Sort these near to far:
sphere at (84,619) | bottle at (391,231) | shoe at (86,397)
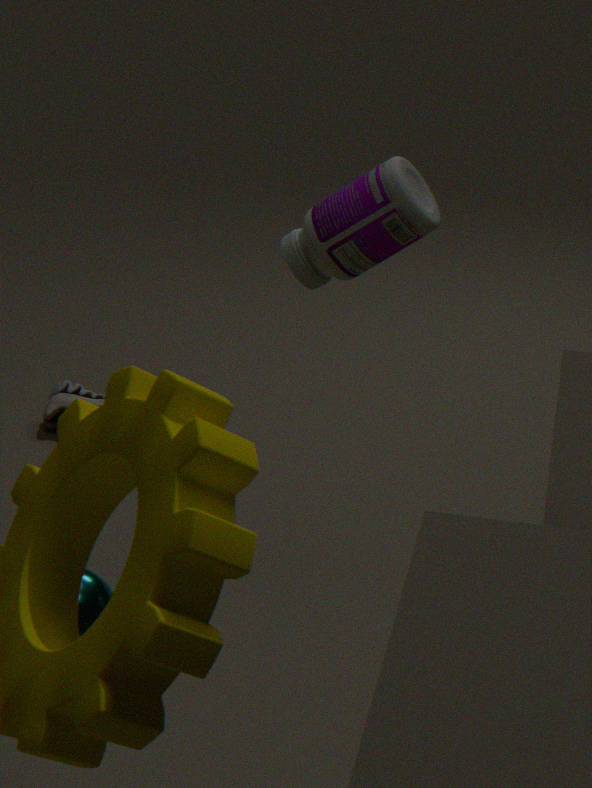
1. sphere at (84,619)
2. bottle at (391,231)
3. shoe at (86,397)
